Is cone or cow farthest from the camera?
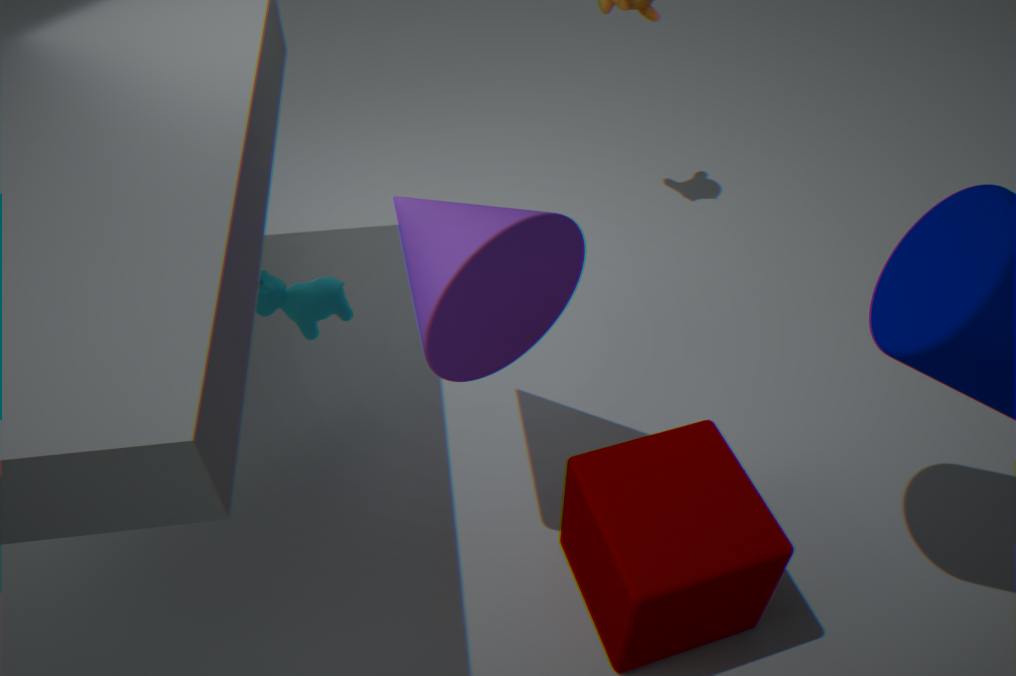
cow
